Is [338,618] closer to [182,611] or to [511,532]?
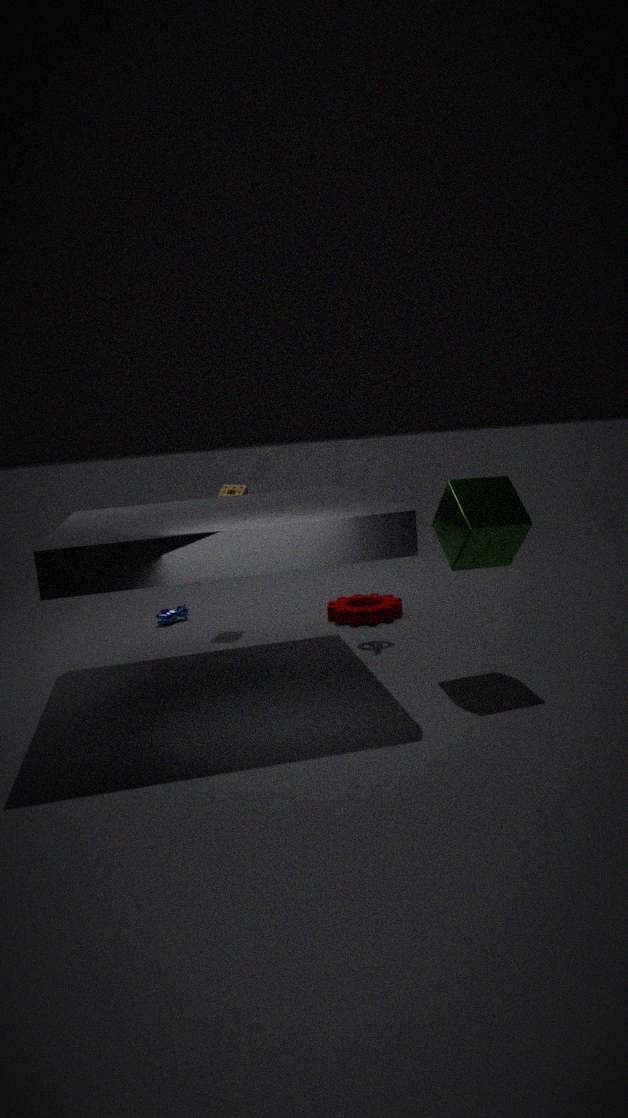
[182,611]
